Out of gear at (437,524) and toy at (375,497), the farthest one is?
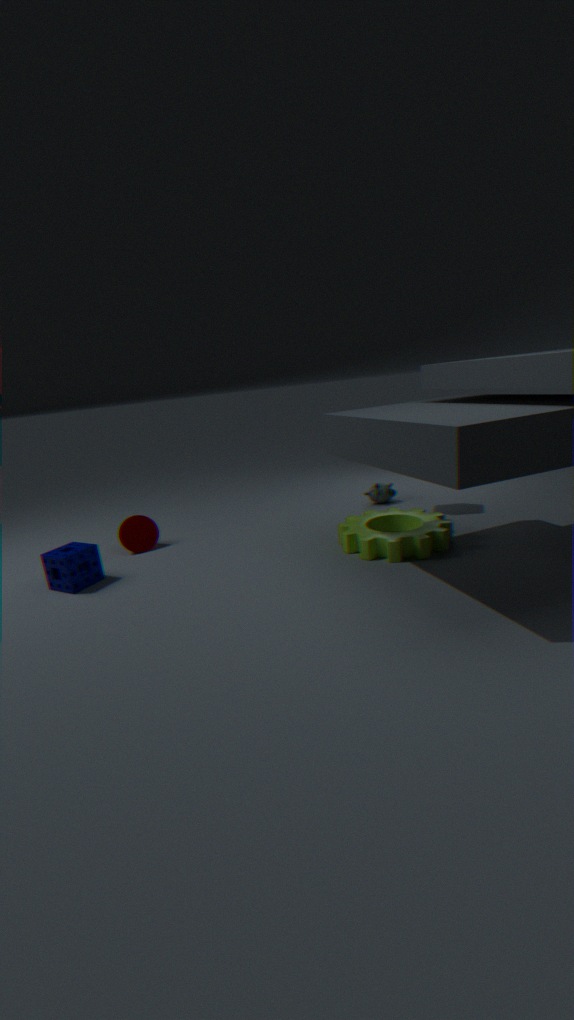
toy at (375,497)
